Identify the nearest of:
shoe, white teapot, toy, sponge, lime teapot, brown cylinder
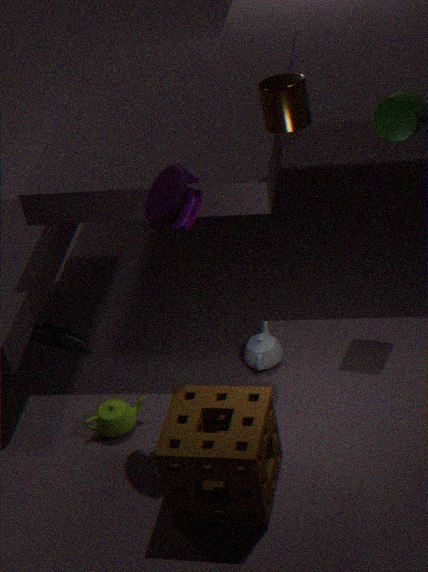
sponge
